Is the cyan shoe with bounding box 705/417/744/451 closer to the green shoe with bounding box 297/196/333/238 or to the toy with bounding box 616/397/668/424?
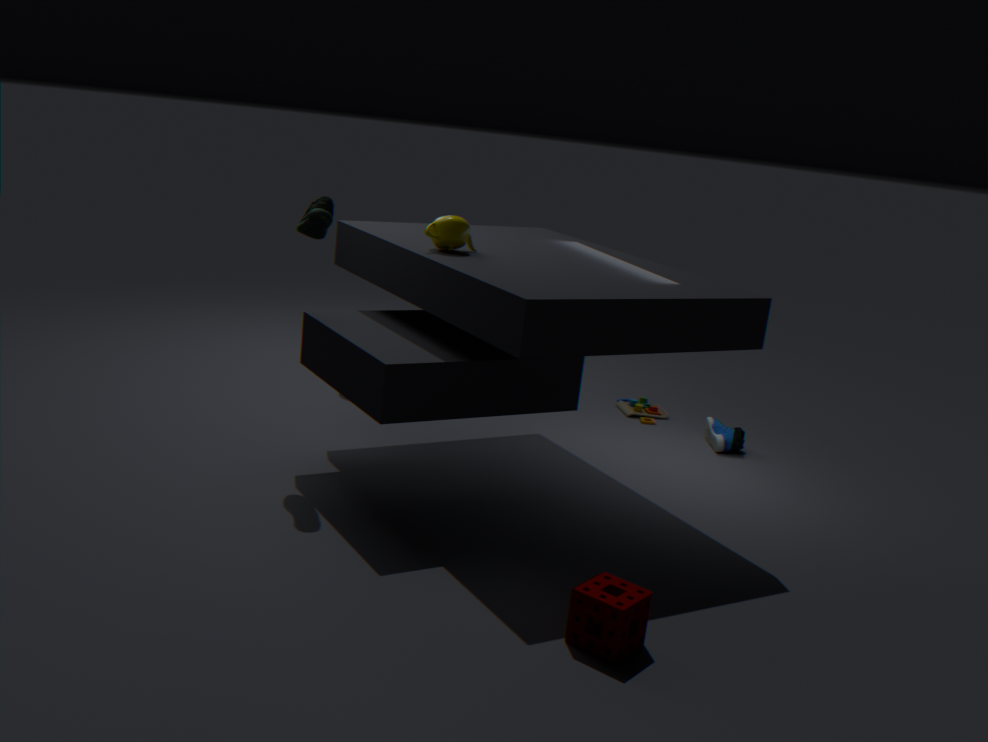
the toy with bounding box 616/397/668/424
